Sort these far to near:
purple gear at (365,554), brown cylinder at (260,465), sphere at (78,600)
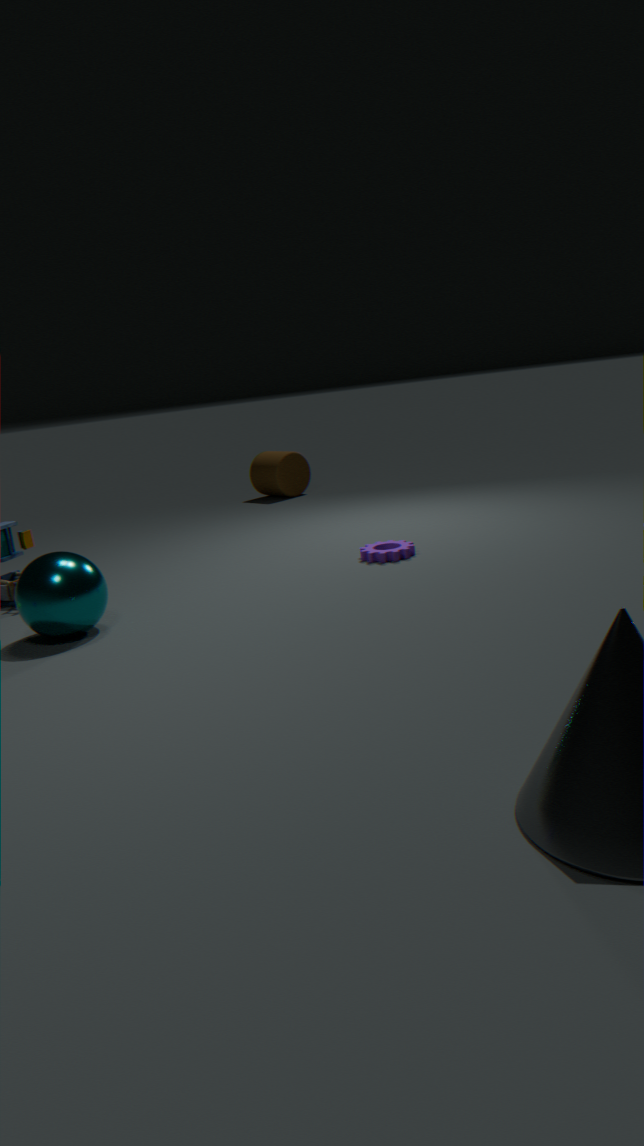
brown cylinder at (260,465), purple gear at (365,554), sphere at (78,600)
